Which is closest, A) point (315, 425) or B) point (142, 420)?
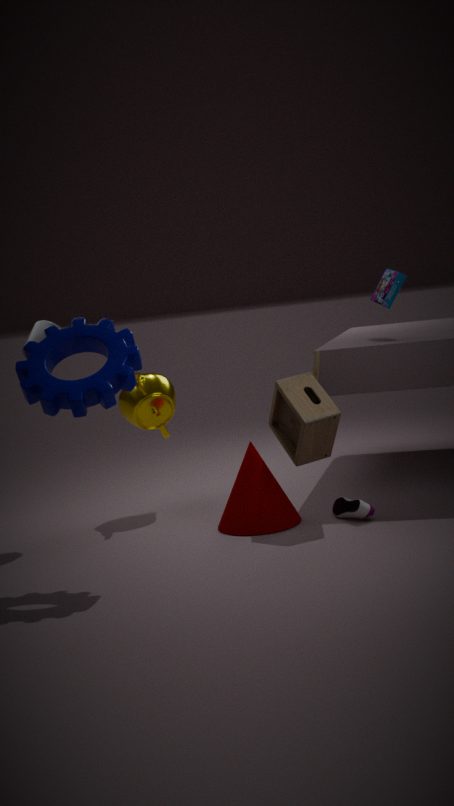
A. point (315, 425)
